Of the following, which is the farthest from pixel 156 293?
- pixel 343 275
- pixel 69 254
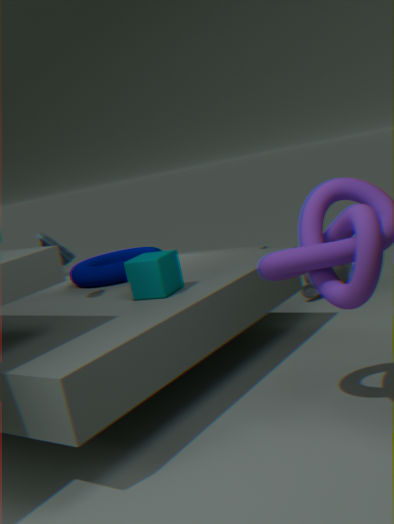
pixel 343 275
